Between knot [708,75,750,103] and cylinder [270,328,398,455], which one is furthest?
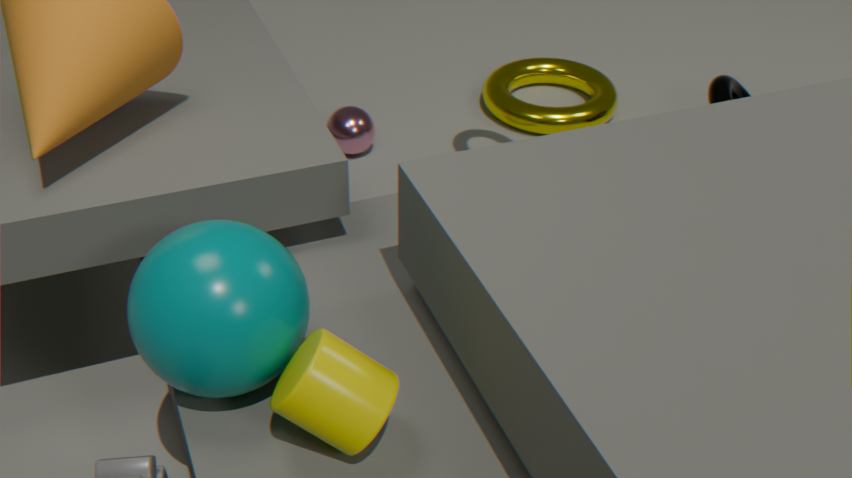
knot [708,75,750,103]
